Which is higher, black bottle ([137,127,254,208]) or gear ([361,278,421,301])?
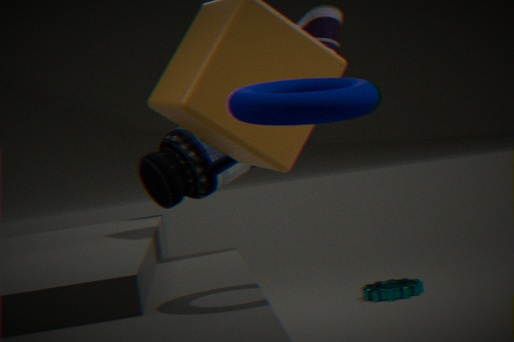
black bottle ([137,127,254,208])
